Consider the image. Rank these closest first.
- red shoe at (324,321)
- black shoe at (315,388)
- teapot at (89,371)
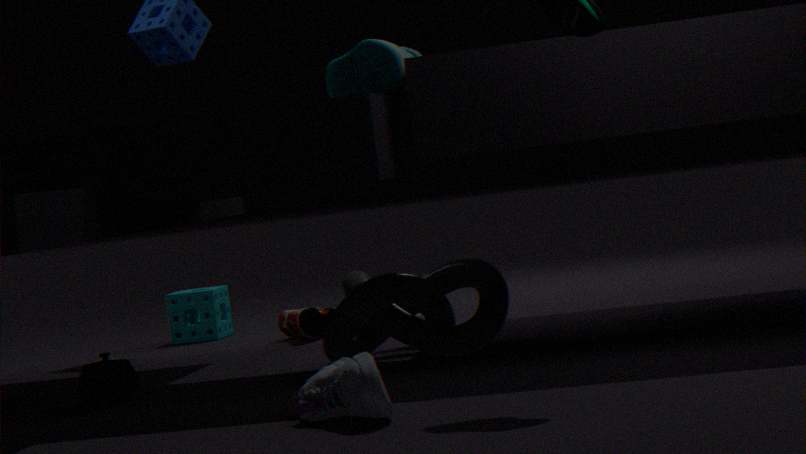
black shoe at (315,388) < teapot at (89,371) < red shoe at (324,321)
